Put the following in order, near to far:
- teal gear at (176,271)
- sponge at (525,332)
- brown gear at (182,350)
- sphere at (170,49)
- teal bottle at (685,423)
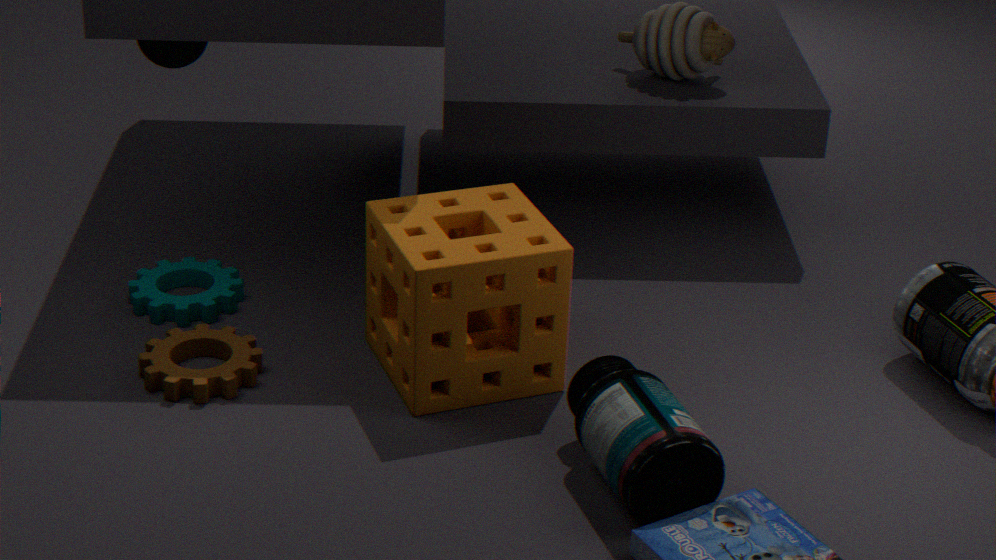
teal bottle at (685,423)
sponge at (525,332)
brown gear at (182,350)
teal gear at (176,271)
sphere at (170,49)
